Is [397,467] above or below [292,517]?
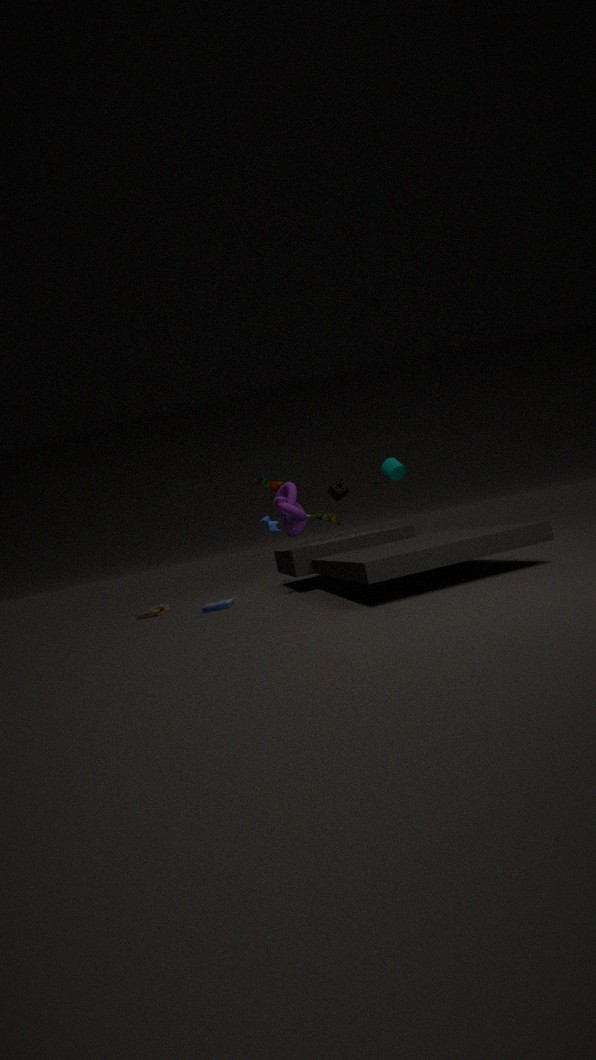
above
